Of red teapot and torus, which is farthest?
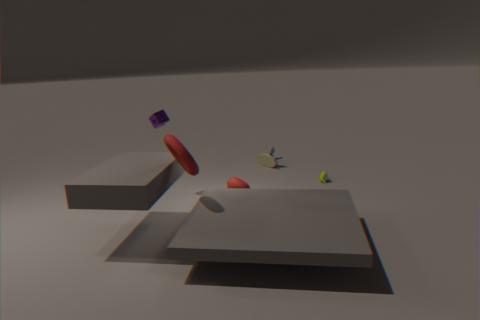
red teapot
